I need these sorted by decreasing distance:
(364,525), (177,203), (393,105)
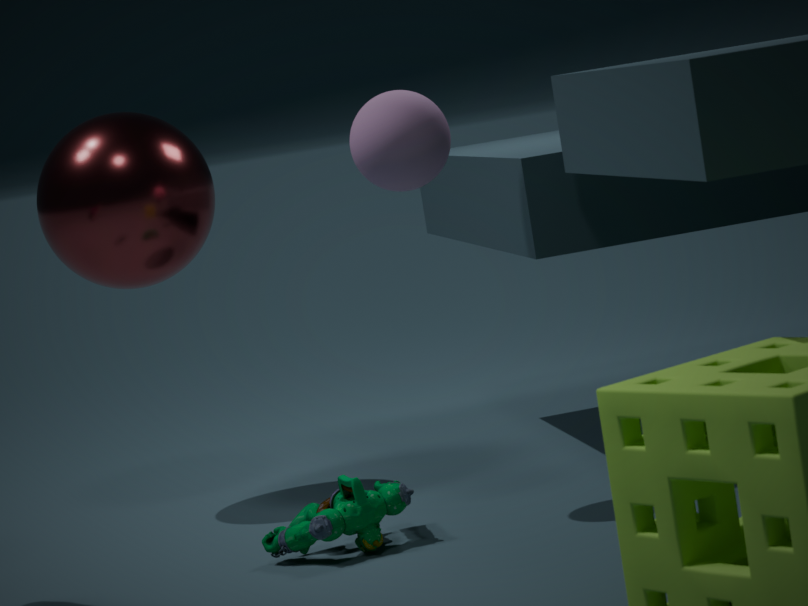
(177,203) < (364,525) < (393,105)
